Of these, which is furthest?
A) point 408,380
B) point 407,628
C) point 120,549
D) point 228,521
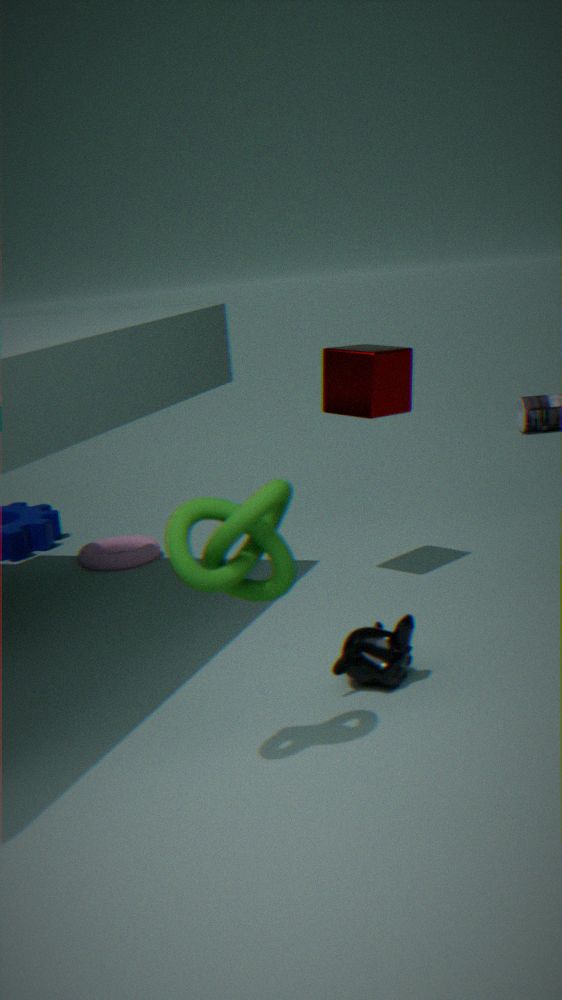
point 120,549
